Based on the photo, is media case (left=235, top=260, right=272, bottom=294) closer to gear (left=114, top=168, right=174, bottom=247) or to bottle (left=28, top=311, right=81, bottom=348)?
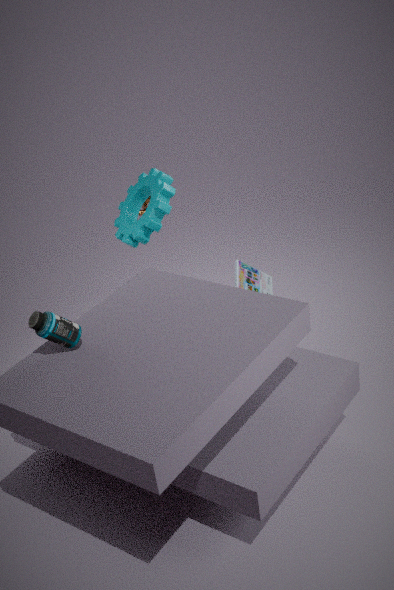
gear (left=114, top=168, right=174, bottom=247)
